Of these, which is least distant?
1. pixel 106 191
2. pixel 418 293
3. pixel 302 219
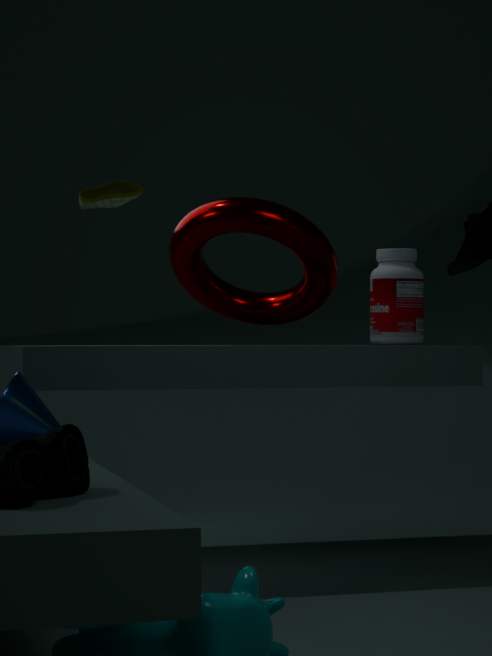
pixel 106 191
